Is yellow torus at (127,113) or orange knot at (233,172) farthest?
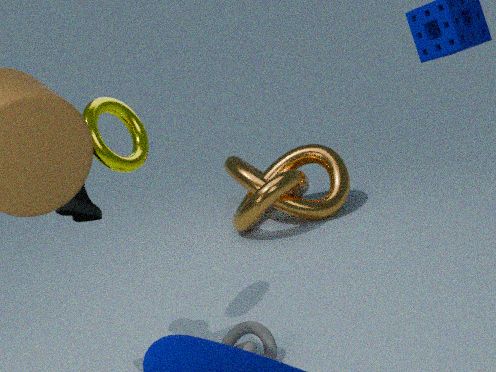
orange knot at (233,172)
